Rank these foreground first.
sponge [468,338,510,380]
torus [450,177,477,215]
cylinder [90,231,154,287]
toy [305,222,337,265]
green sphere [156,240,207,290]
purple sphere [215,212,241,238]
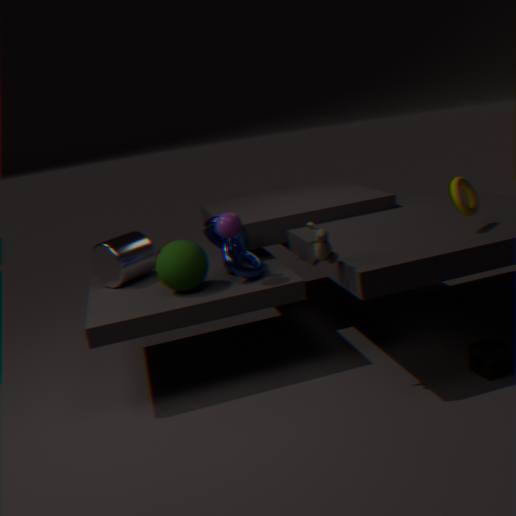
toy [305,222,337,265] < sponge [468,338,510,380] < torus [450,177,477,215] < purple sphere [215,212,241,238] < green sphere [156,240,207,290] < cylinder [90,231,154,287]
